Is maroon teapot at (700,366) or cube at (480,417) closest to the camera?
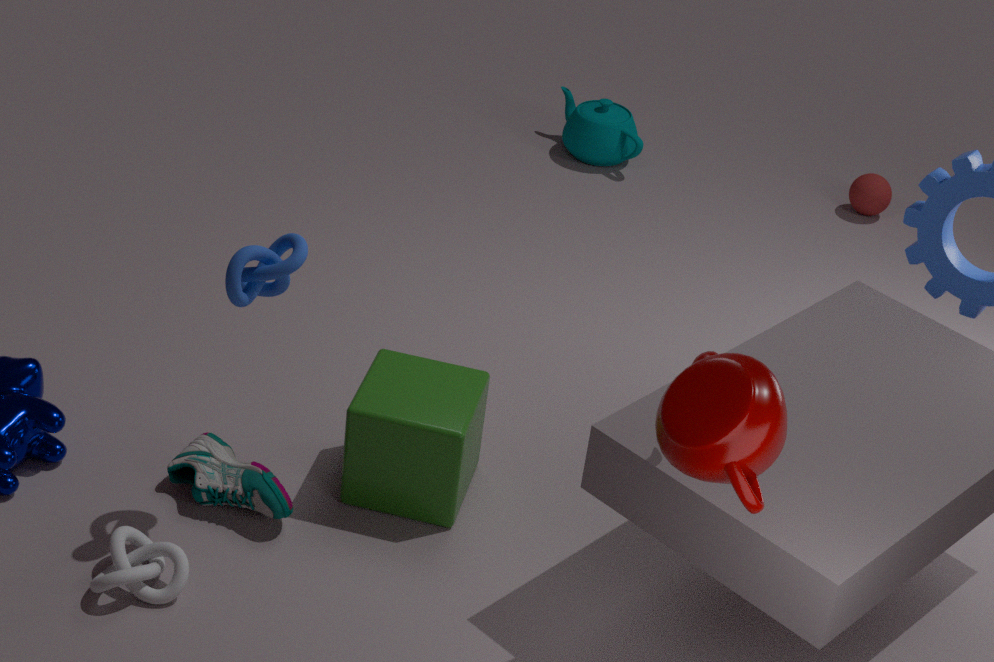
maroon teapot at (700,366)
